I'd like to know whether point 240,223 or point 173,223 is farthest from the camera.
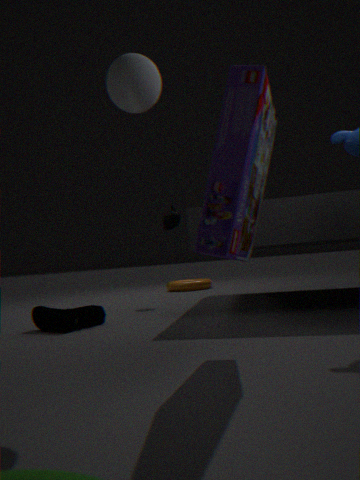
point 173,223
